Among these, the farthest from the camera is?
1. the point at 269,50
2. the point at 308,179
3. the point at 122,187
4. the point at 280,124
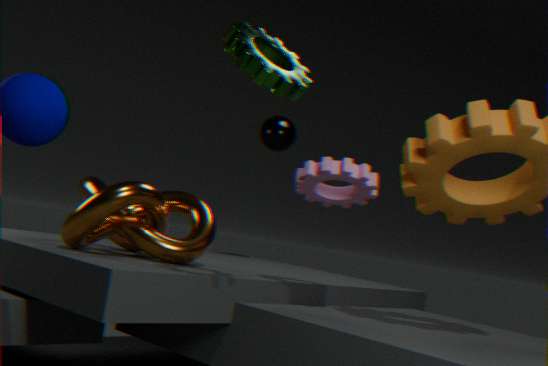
the point at 280,124
